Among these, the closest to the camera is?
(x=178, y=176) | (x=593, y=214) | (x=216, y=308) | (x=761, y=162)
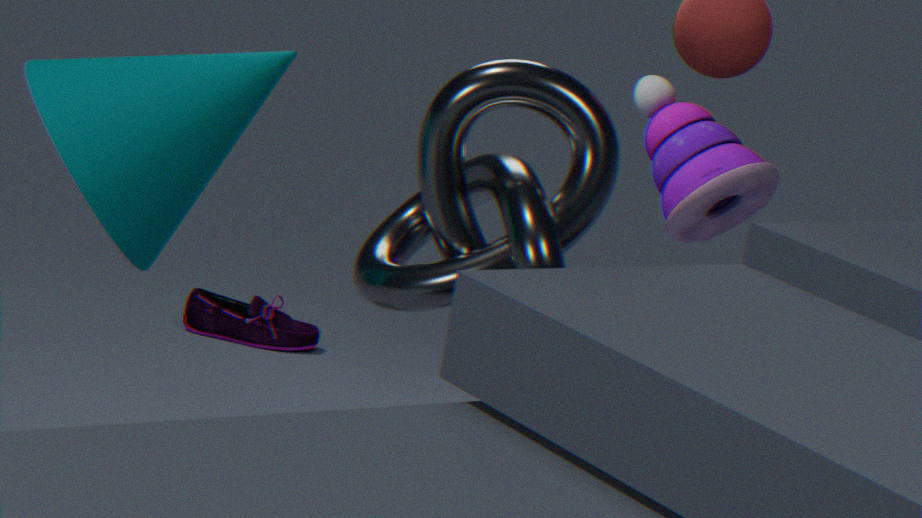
(x=593, y=214)
